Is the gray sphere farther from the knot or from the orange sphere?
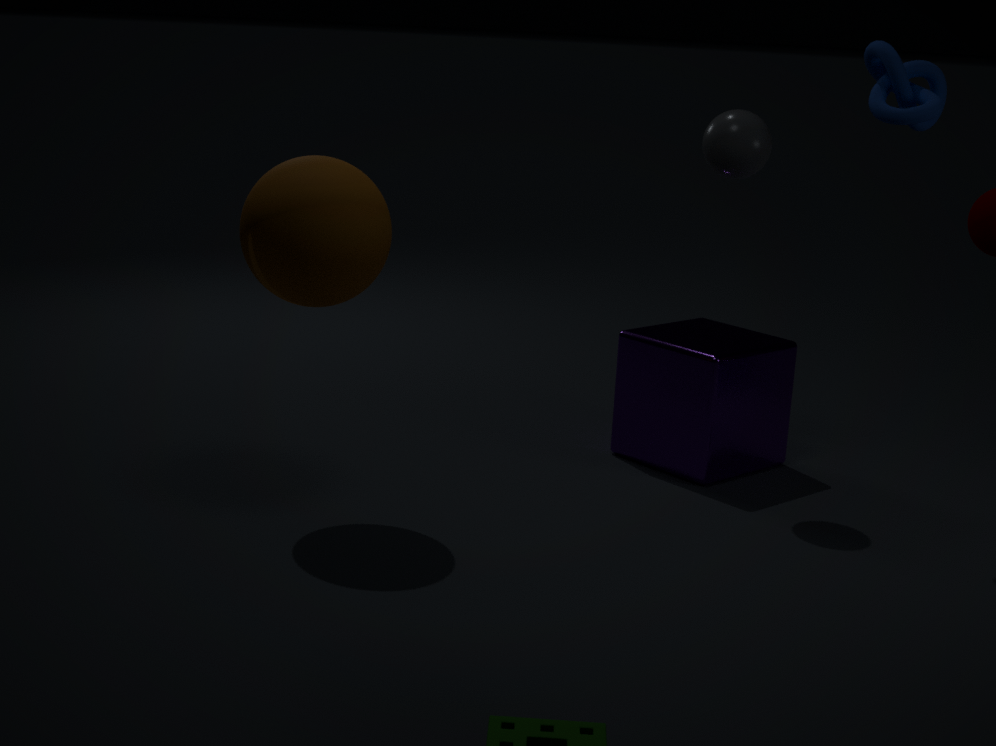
the orange sphere
